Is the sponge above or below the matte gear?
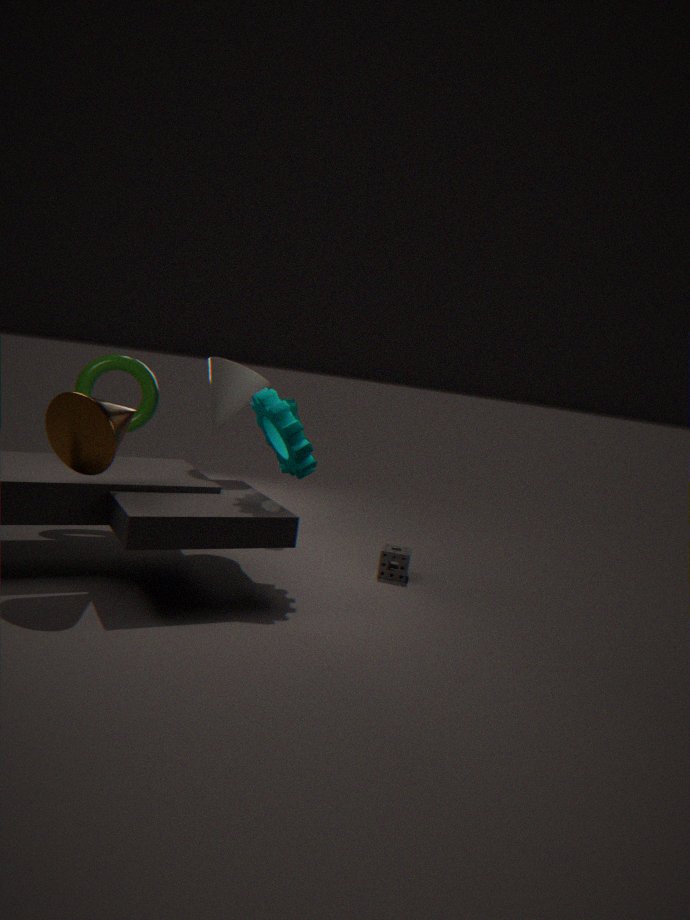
below
